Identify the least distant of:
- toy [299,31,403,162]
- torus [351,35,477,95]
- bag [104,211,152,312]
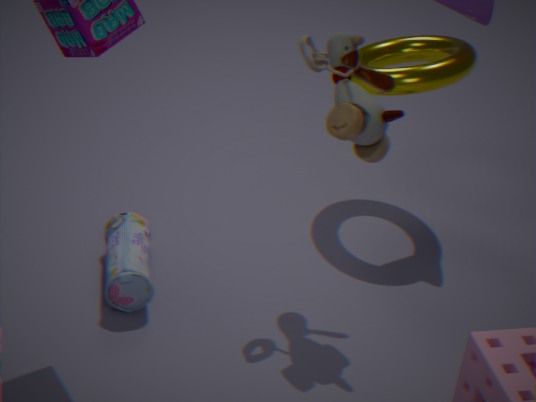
toy [299,31,403,162]
